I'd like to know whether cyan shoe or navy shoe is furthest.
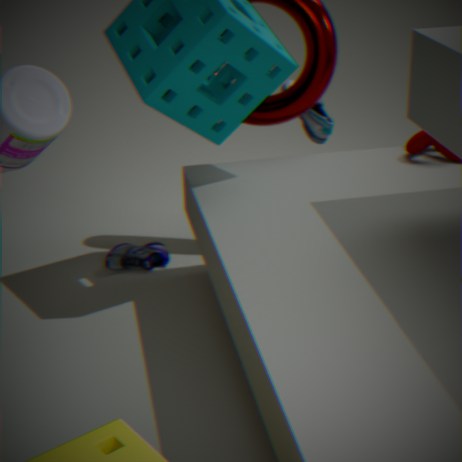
navy shoe
